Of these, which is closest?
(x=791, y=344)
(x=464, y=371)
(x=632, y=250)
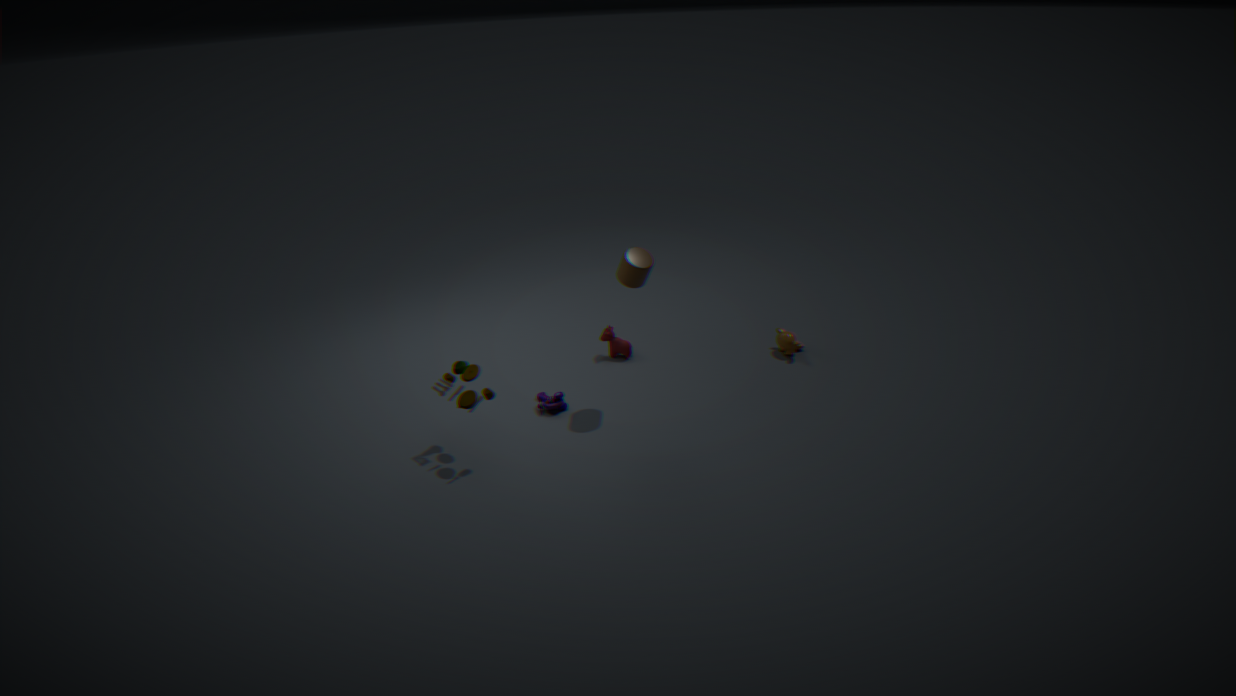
(x=464, y=371)
